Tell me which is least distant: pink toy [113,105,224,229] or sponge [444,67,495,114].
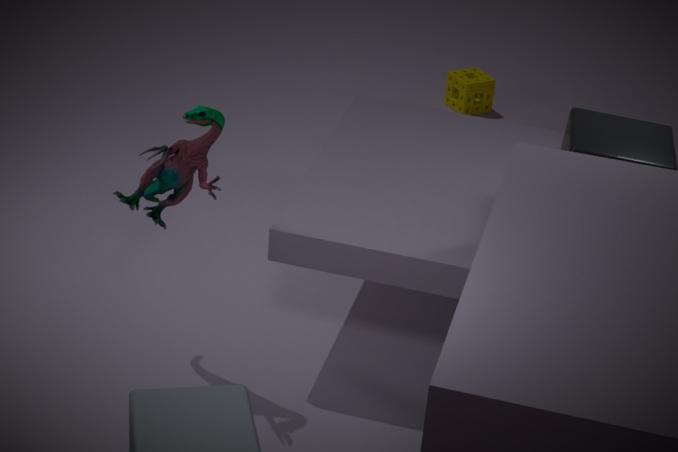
pink toy [113,105,224,229]
